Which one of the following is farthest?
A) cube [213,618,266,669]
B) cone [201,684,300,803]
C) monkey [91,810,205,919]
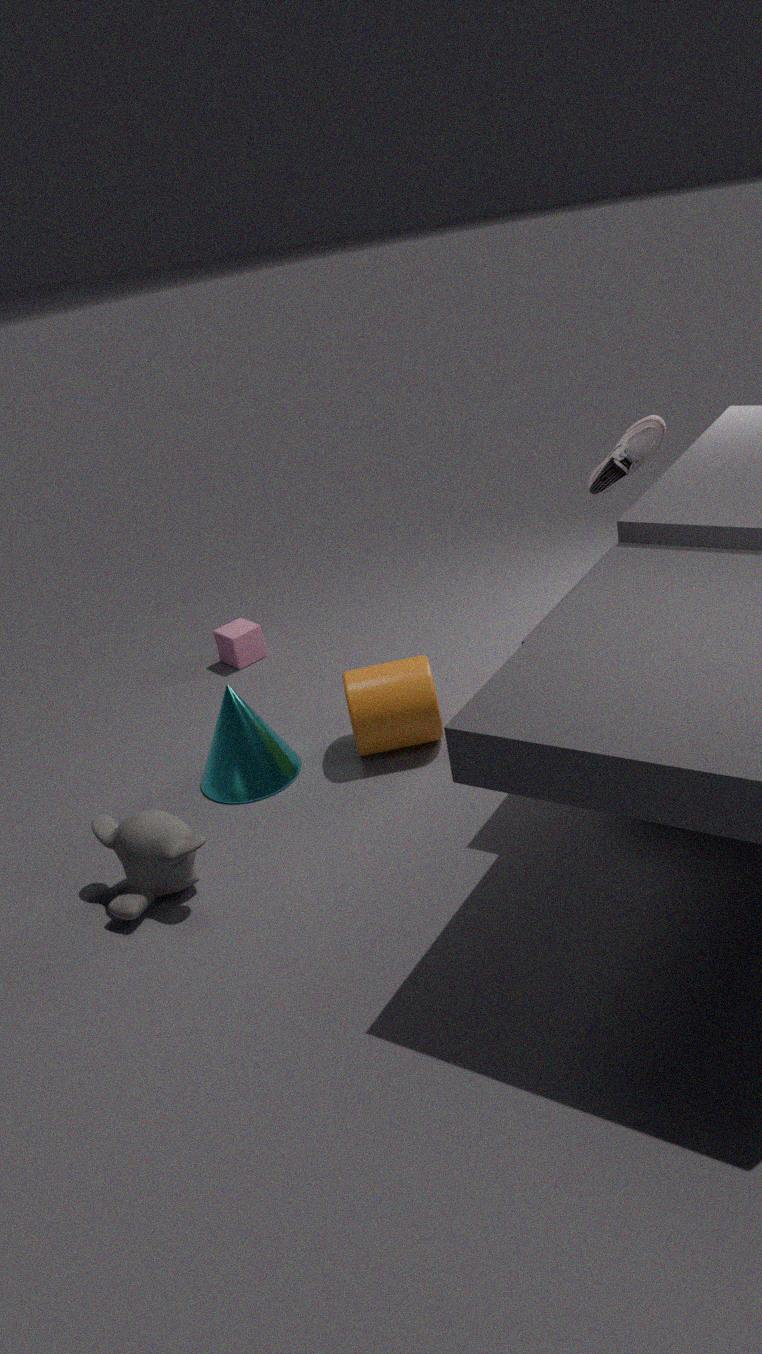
cube [213,618,266,669]
